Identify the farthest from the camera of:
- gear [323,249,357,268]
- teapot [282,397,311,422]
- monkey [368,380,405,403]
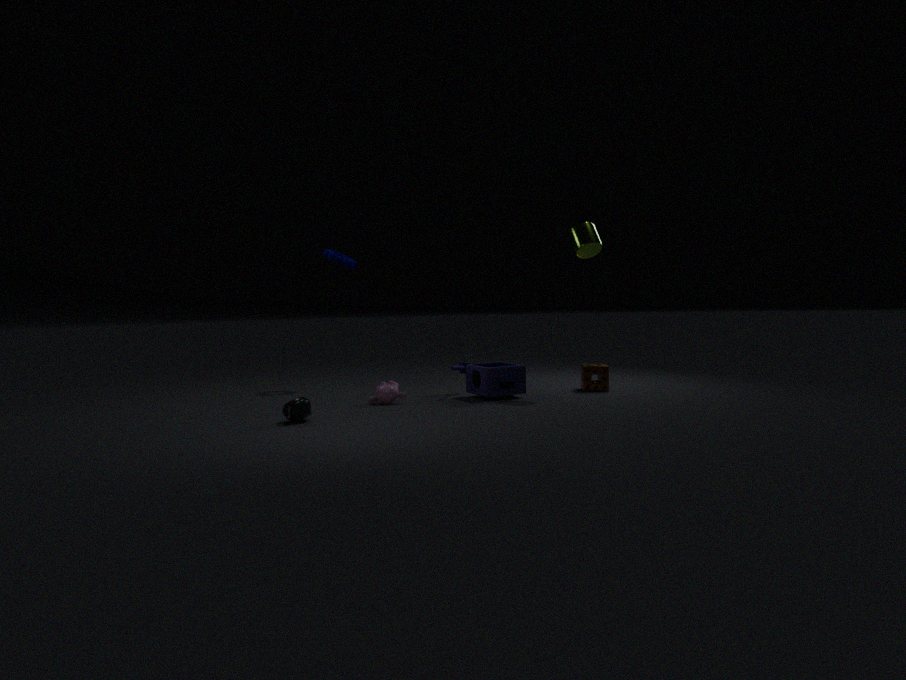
gear [323,249,357,268]
